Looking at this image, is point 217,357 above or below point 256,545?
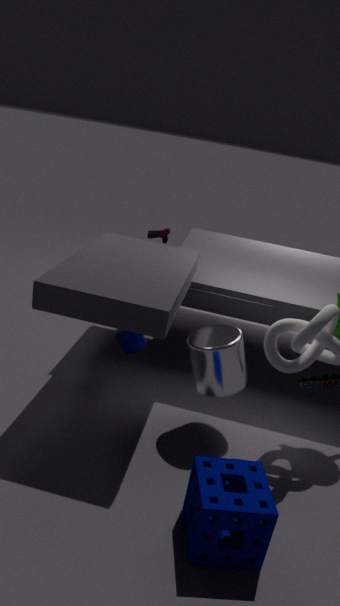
above
